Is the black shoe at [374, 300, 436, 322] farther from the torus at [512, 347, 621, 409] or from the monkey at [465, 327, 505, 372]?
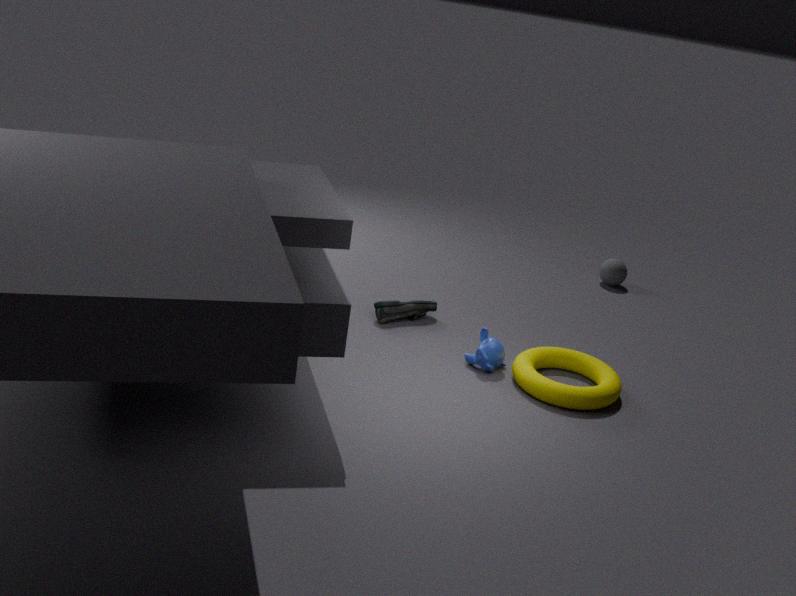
the torus at [512, 347, 621, 409]
